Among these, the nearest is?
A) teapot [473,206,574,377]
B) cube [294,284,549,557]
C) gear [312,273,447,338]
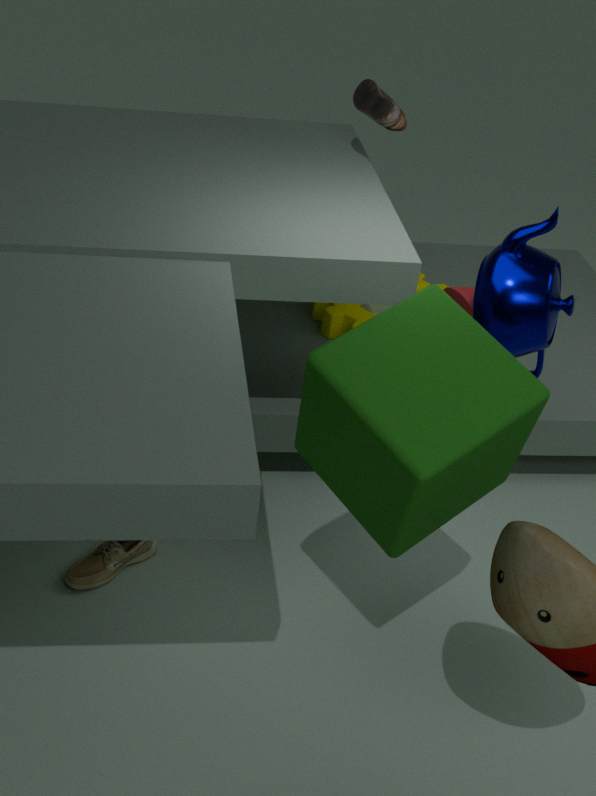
cube [294,284,549,557]
